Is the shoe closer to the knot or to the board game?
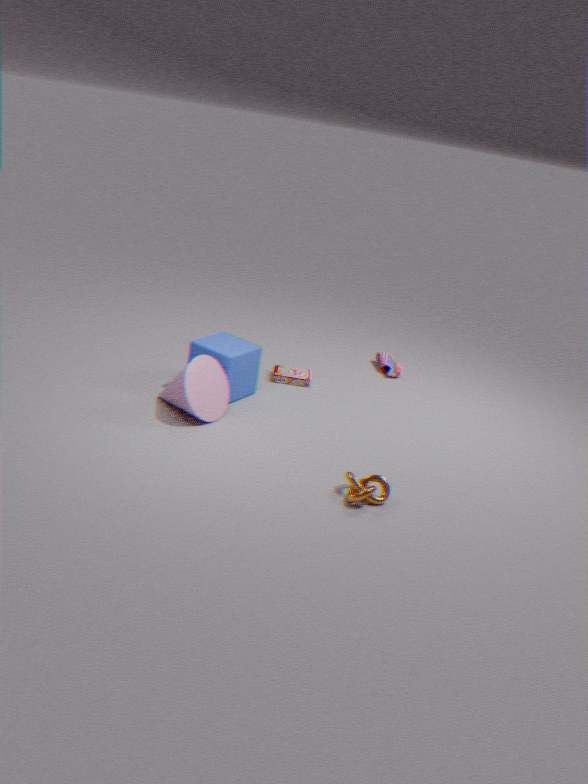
the board game
